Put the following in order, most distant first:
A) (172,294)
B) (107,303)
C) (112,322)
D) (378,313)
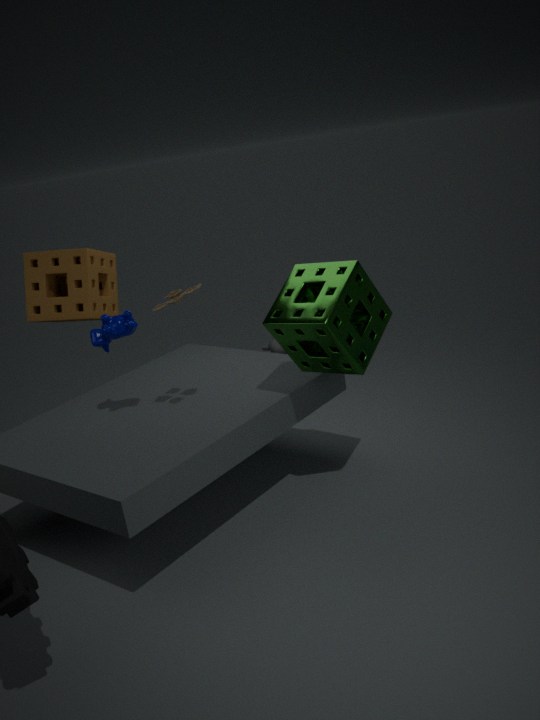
(107,303)
(378,313)
(172,294)
(112,322)
